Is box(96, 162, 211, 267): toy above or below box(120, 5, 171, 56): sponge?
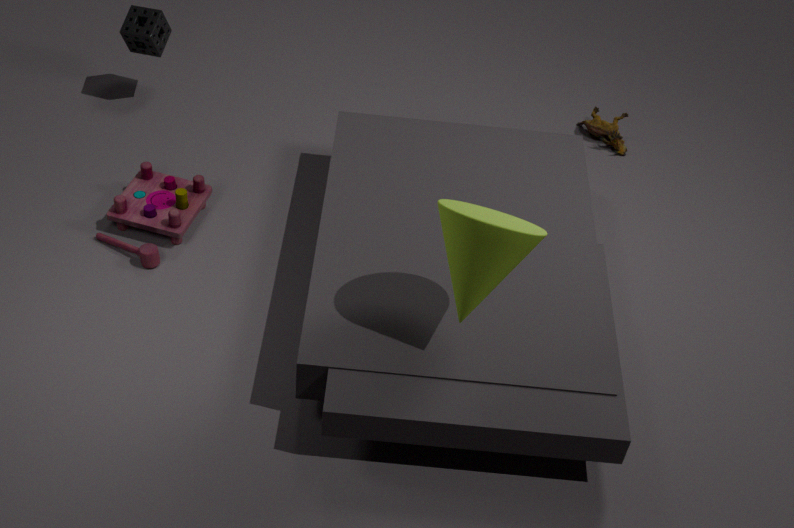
below
